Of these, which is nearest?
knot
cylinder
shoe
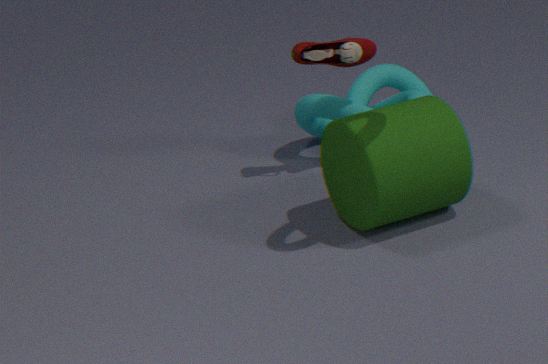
cylinder
